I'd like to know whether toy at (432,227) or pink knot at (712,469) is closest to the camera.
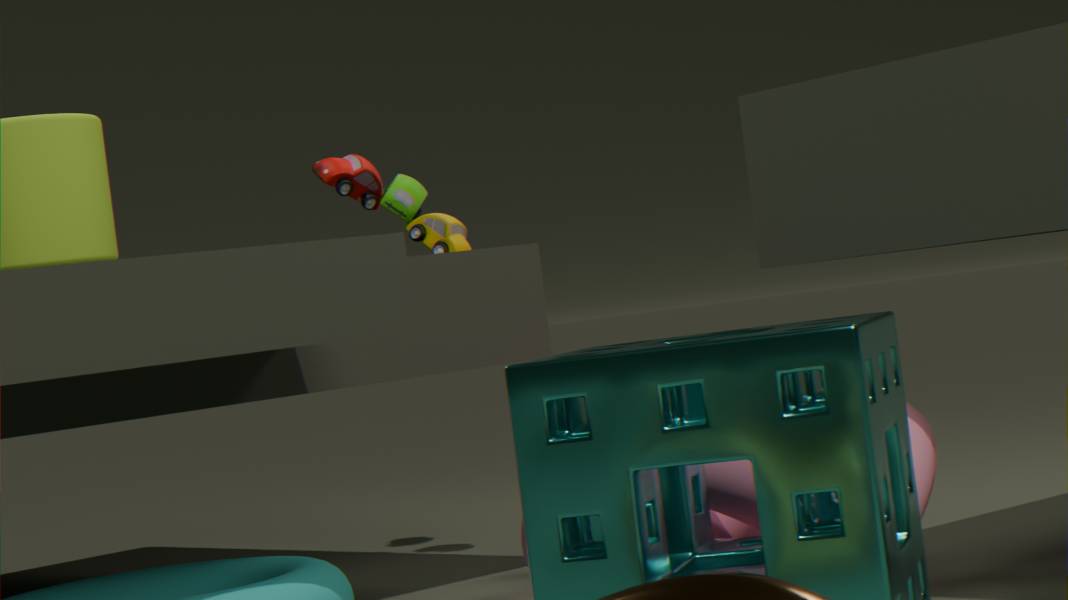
pink knot at (712,469)
